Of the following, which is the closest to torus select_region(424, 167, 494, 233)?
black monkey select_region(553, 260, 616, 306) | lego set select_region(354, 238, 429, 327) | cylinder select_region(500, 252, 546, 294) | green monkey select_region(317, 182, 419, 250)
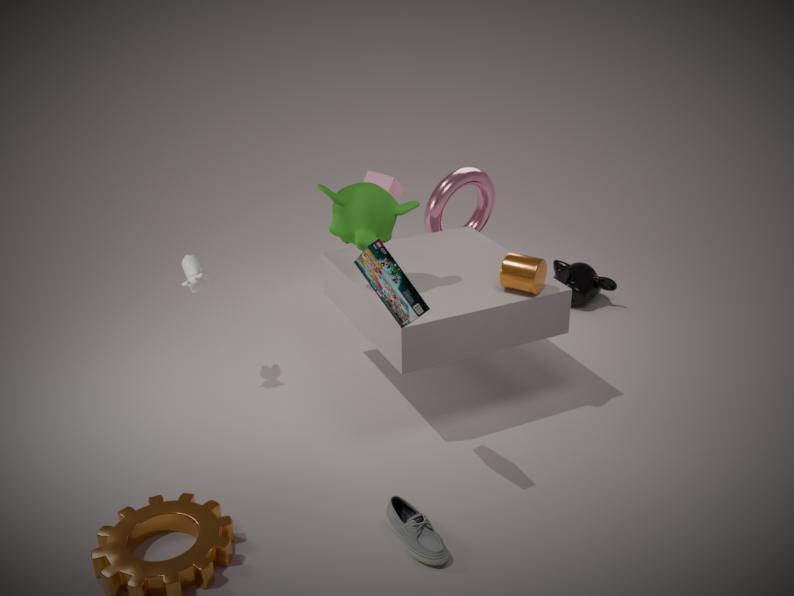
black monkey select_region(553, 260, 616, 306)
